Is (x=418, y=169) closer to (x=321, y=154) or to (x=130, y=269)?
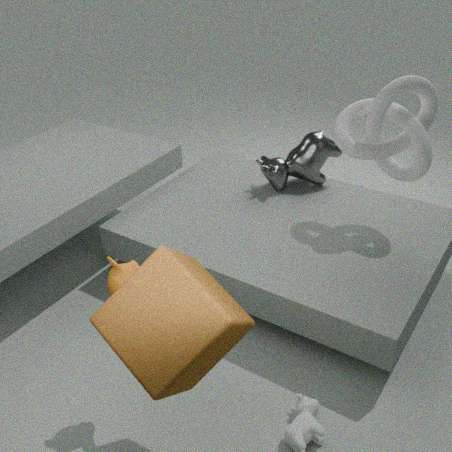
(x=321, y=154)
